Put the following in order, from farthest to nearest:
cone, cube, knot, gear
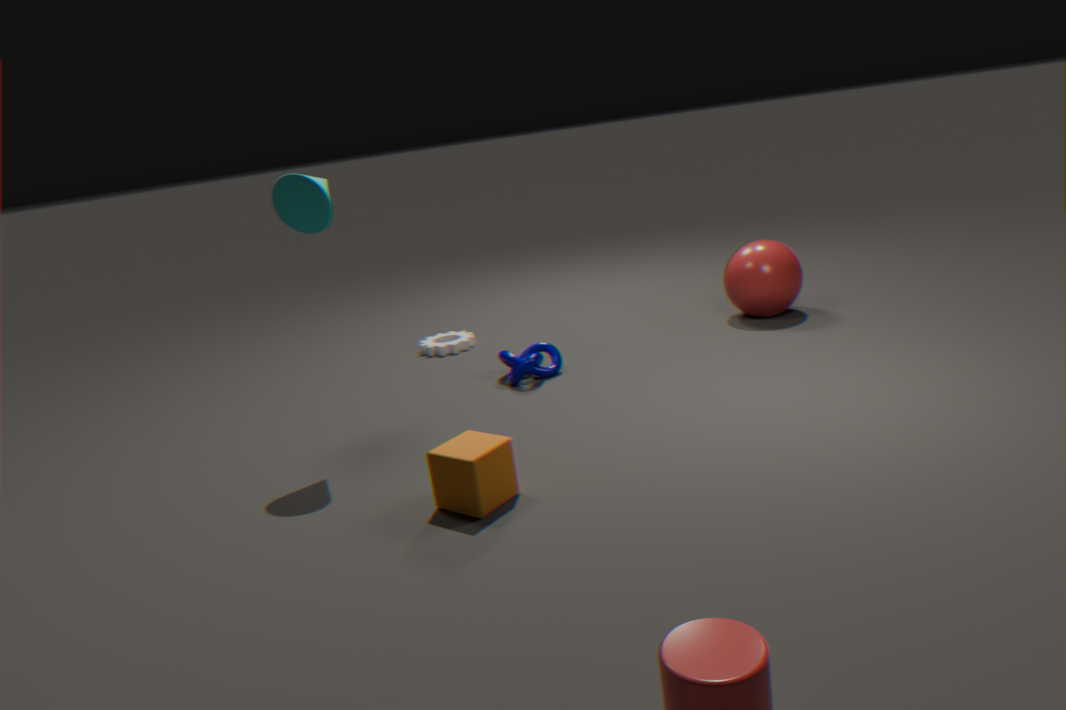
gear, knot, cone, cube
